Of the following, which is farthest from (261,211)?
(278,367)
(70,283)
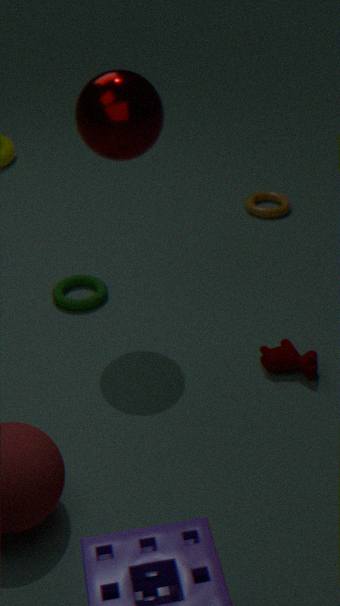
(278,367)
